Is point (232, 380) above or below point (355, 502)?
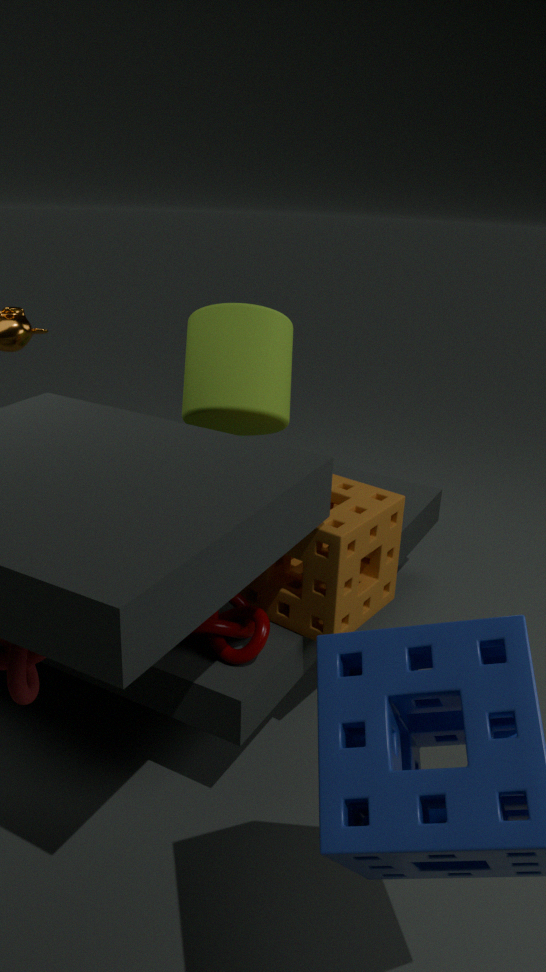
above
